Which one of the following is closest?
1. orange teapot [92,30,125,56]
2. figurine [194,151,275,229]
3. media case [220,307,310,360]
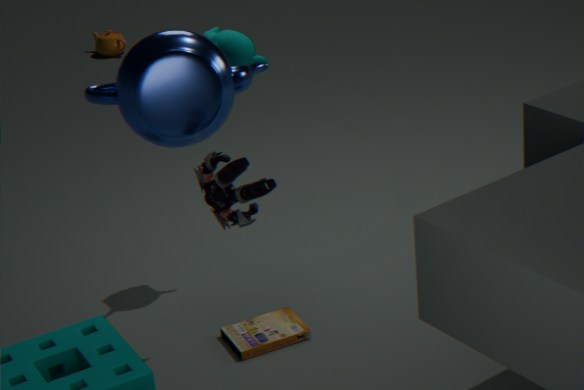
figurine [194,151,275,229]
